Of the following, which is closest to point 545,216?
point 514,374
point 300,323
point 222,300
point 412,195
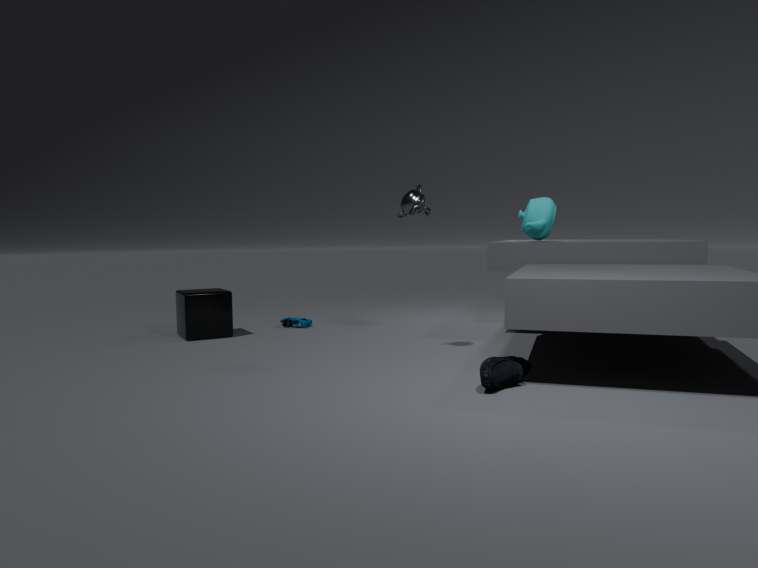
point 412,195
